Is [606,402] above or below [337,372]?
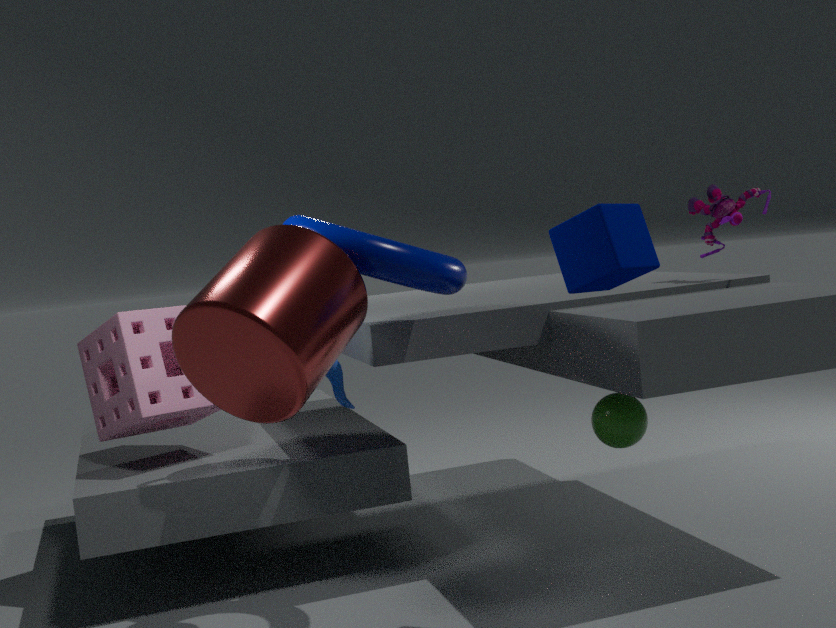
below
